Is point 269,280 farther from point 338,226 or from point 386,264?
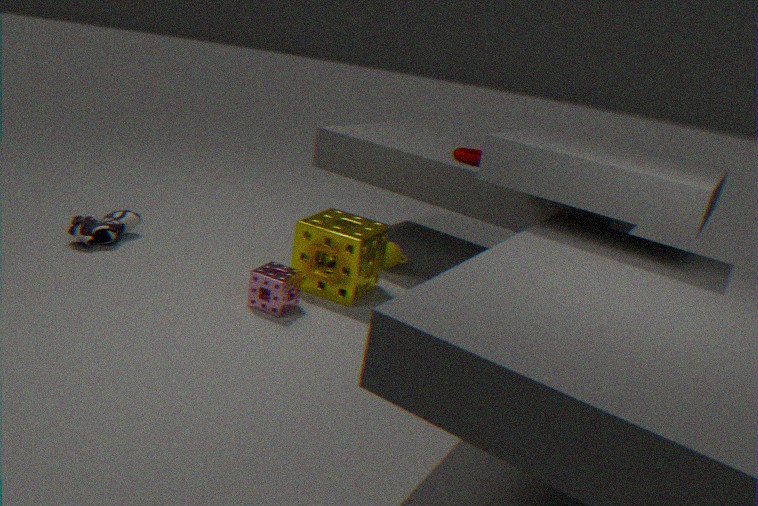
point 386,264
